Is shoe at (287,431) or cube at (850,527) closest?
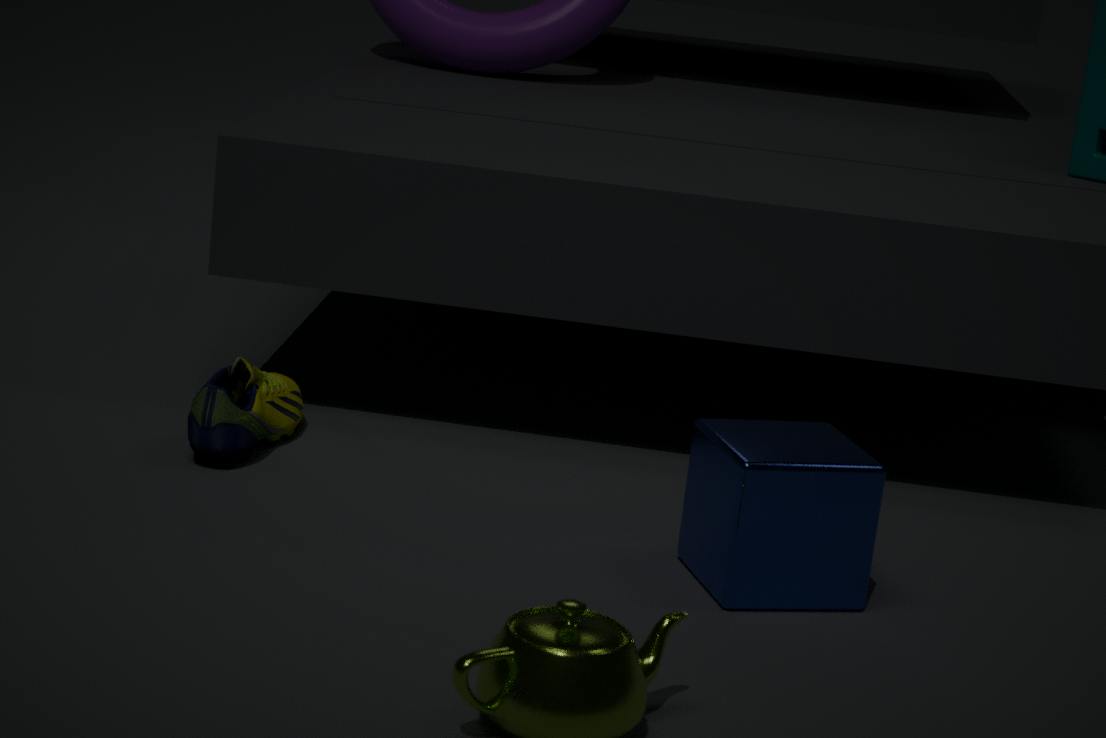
cube at (850,527)
